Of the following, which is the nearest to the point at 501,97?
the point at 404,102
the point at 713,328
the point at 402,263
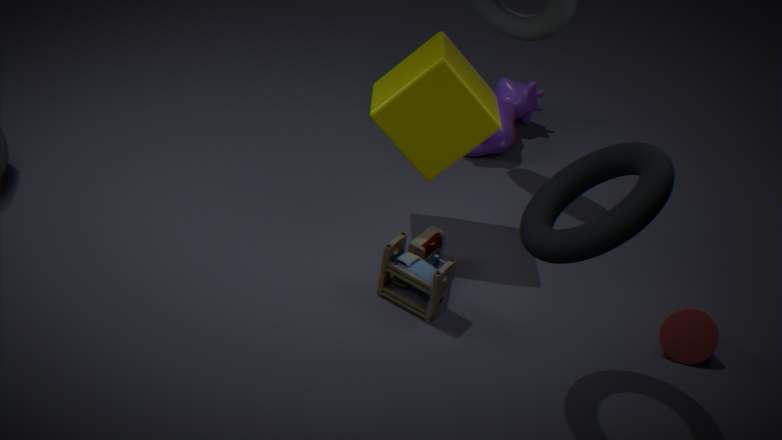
the point at 404,102
